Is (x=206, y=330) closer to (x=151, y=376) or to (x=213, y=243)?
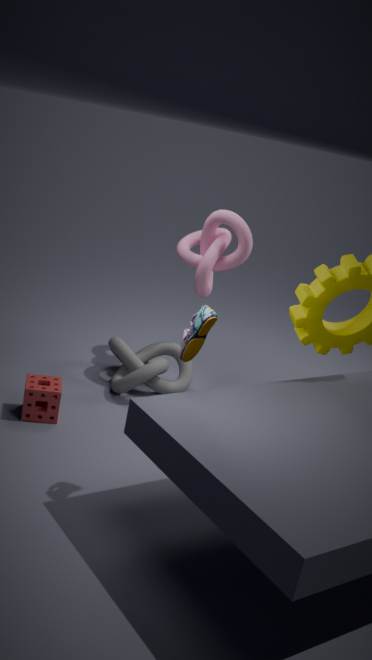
(x=151, y=376)
